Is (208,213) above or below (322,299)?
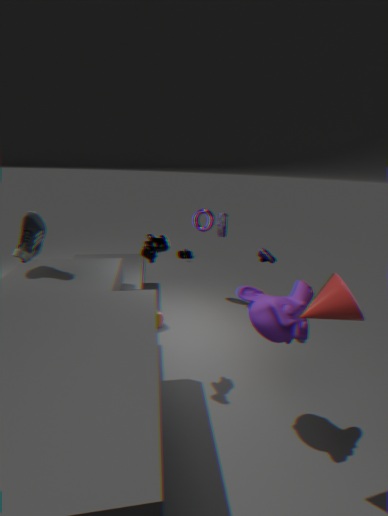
below
